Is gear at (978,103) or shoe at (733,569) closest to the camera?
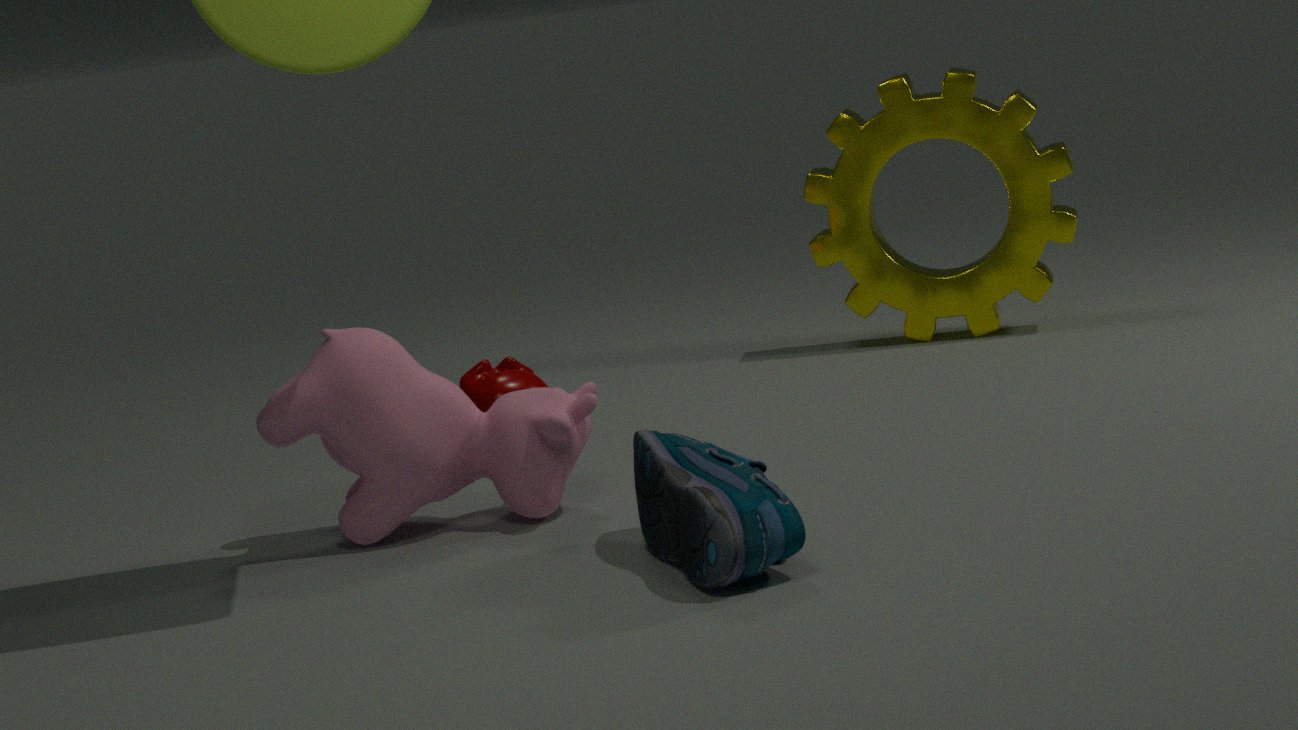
shoe at (733,569)
